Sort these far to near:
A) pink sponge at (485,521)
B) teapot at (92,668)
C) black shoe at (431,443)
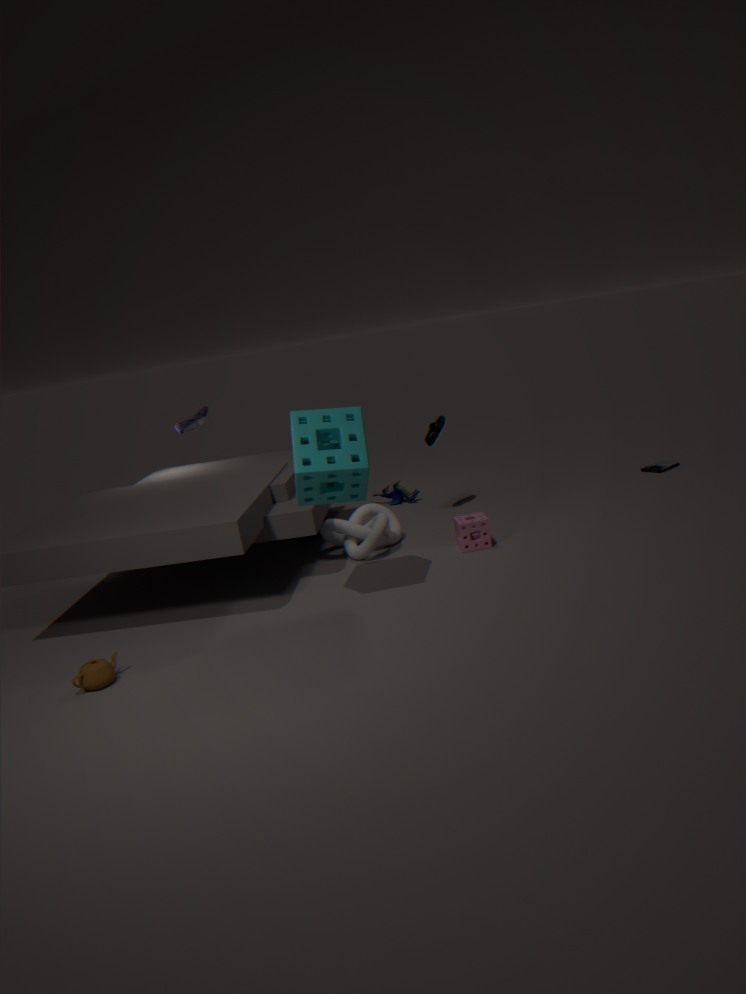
black shoe at (431,443)
pink sponge at (485,521)
teapot at (92,668)
